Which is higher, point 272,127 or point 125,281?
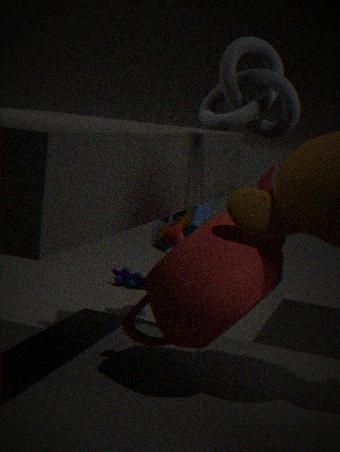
point 272,127
